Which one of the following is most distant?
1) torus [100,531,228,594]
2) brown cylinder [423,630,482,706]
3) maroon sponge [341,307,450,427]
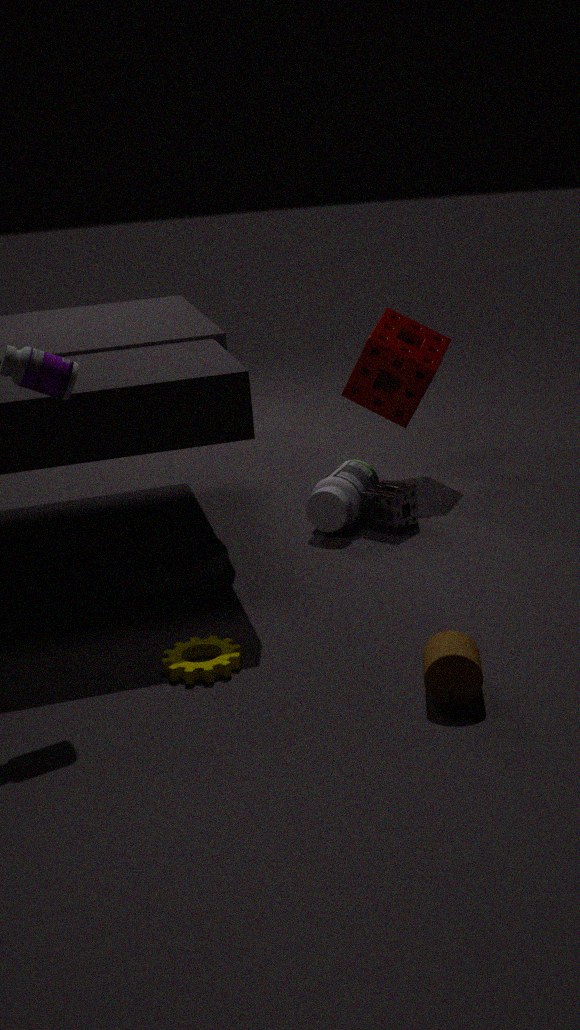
3. maroon sponge [341,307,450,427]
